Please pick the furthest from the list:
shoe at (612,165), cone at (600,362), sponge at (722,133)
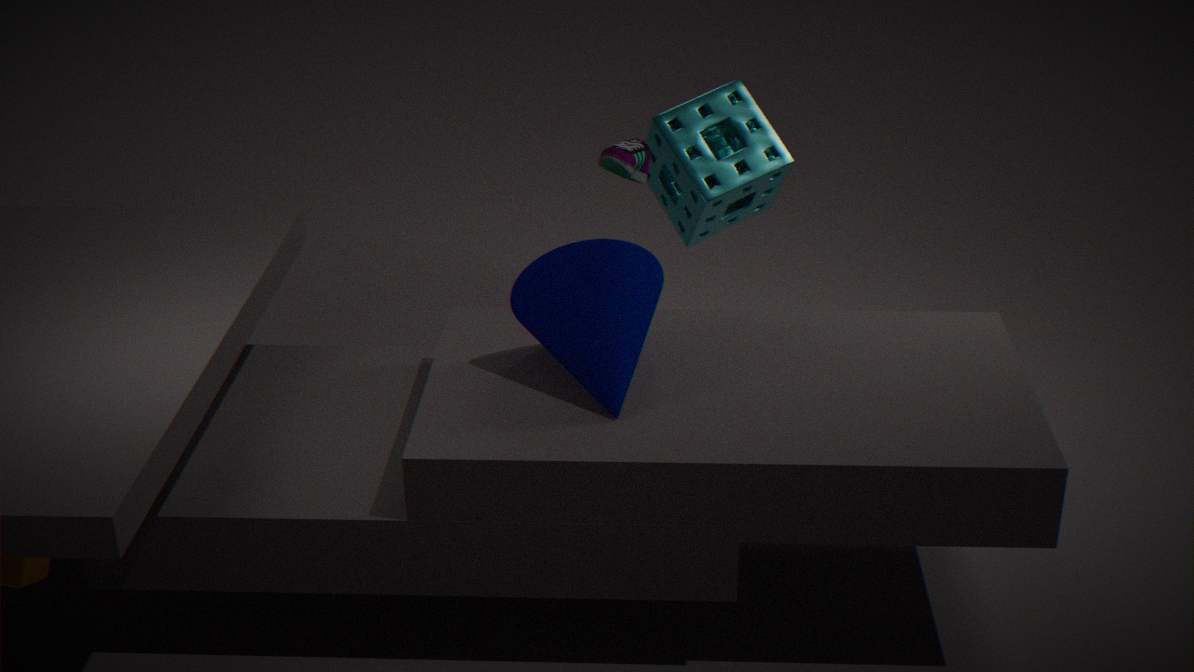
sponge at (722,133)
